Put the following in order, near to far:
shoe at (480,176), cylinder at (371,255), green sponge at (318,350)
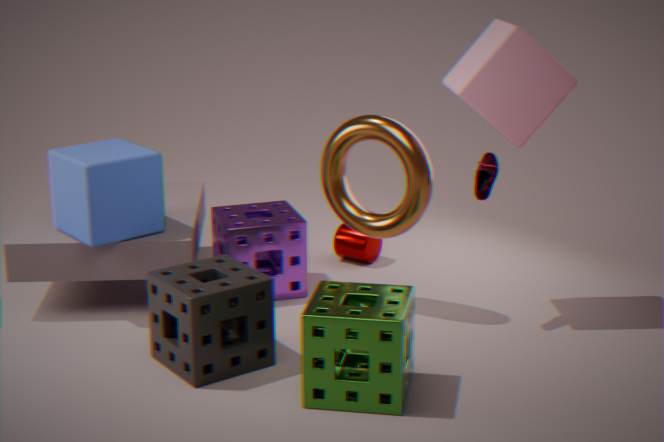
green sponge at (318,350), shoe at (480,176), cylinder at (371,255)
